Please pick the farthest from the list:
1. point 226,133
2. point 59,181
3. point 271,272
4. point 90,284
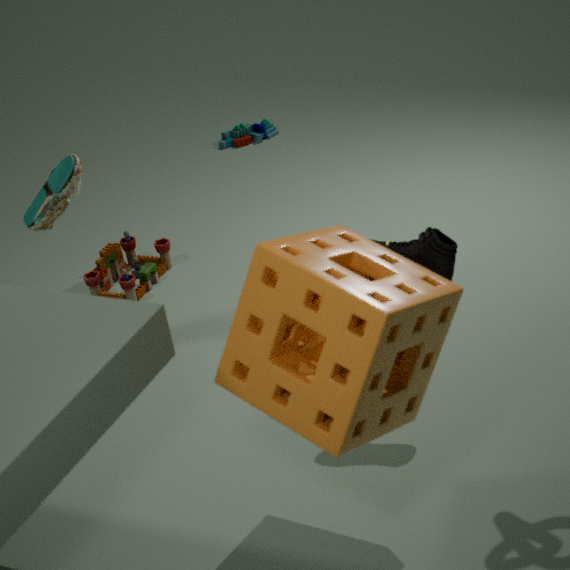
point 226,133
